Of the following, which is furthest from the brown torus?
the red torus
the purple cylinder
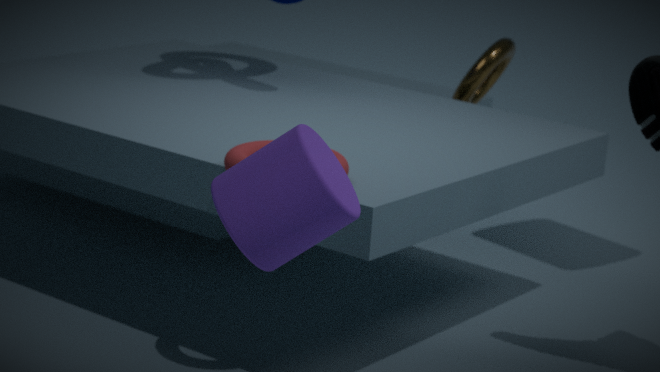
the purple cylinder
